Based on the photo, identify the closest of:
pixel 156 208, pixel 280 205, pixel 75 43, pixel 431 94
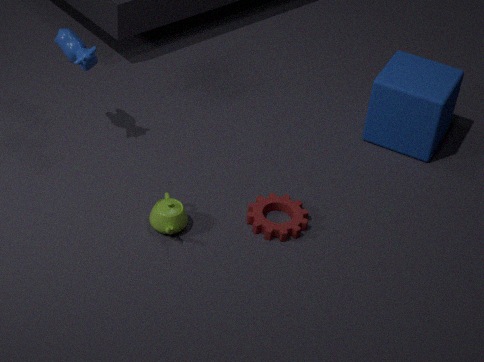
pixel 156 208
